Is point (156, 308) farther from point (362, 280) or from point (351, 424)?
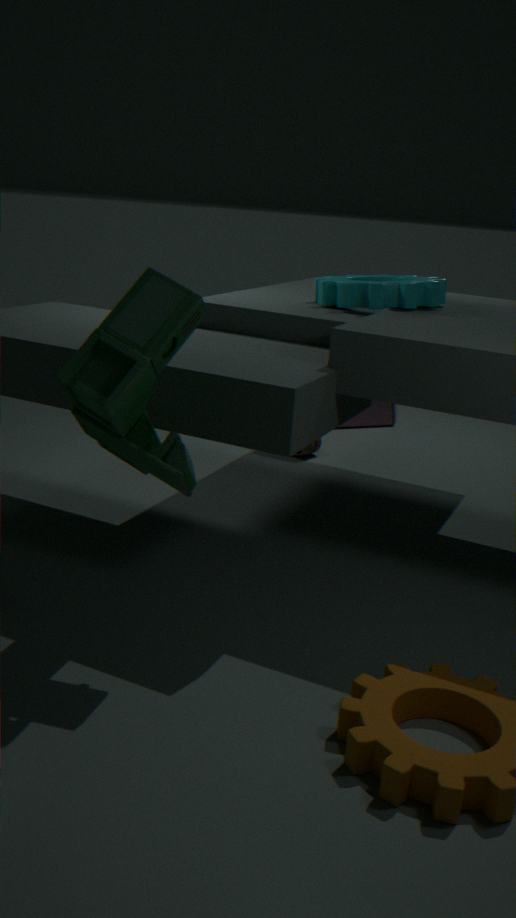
point (351, 424)
